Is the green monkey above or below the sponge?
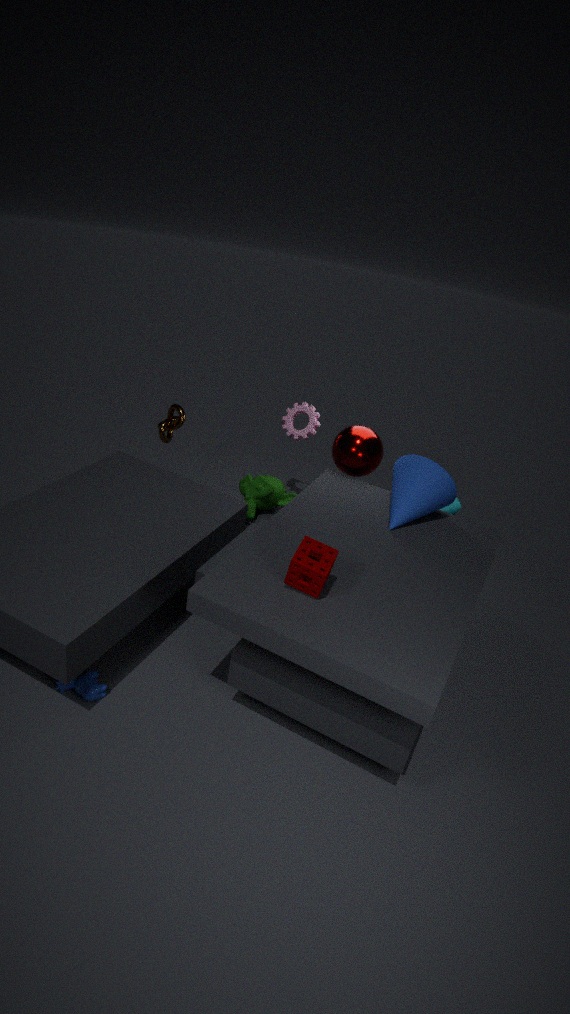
below
